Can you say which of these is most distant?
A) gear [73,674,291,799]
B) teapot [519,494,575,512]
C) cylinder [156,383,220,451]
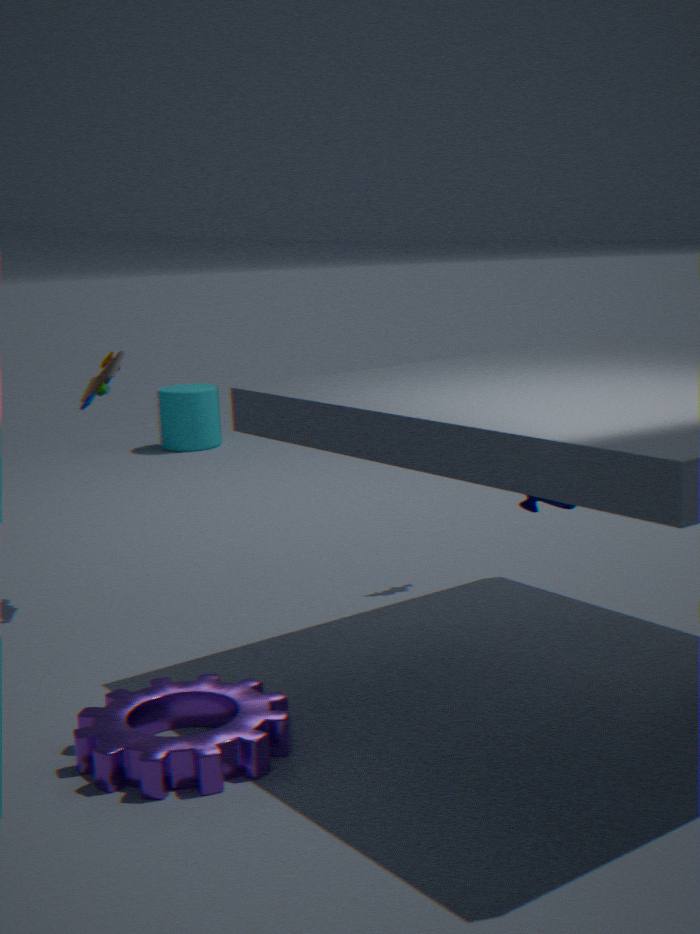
cylinder [156,383,220,451]
